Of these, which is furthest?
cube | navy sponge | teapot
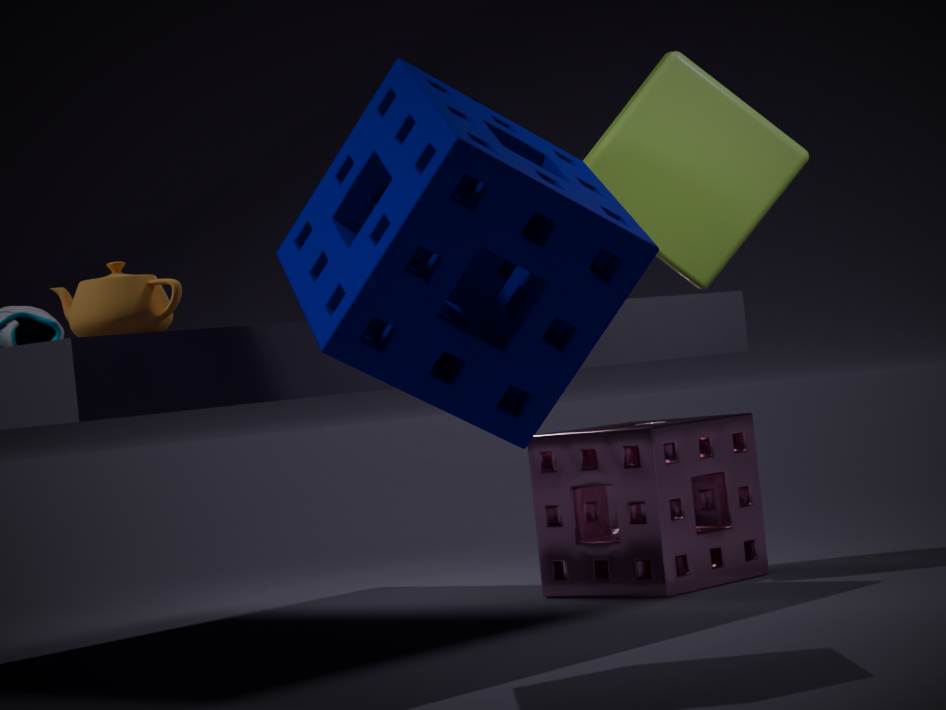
cube
